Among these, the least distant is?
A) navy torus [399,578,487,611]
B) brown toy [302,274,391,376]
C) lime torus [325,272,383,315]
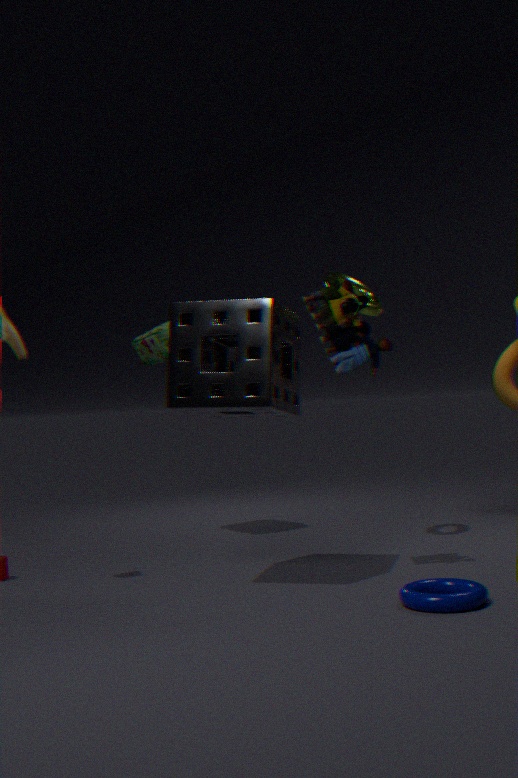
navy torus [399,578,487,611]
